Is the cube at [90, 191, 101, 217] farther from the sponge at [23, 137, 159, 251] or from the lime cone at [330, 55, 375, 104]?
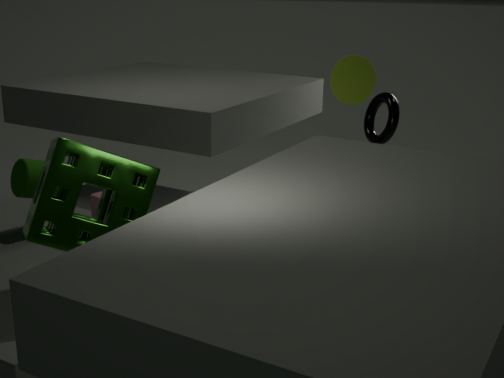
the lime cone at [330, 55, 375, 104]
